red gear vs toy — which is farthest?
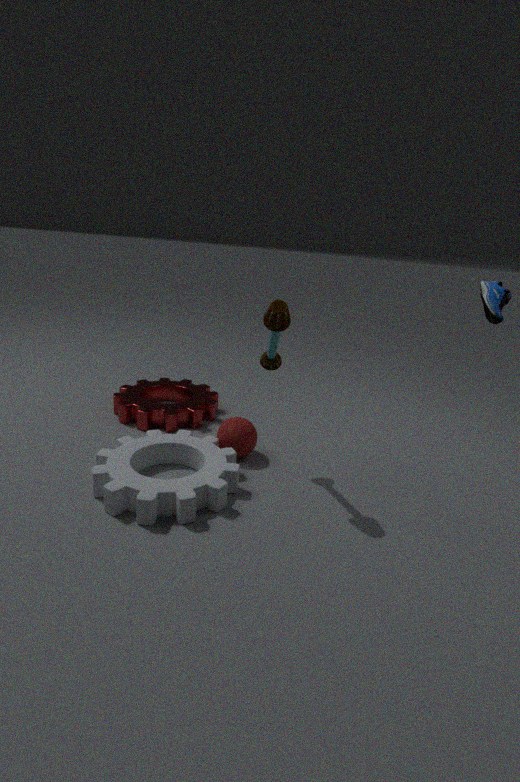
red gear
